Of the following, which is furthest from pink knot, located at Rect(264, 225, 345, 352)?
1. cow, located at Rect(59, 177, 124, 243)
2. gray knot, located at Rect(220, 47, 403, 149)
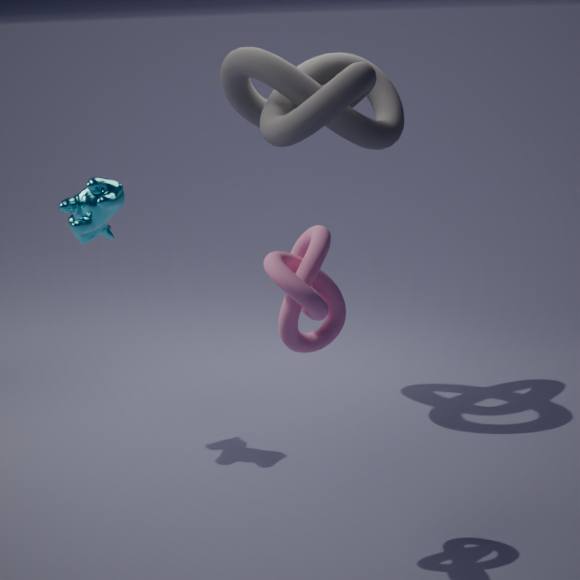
Answer: gray knot, located at Rect(220, 47, 403, 149)
